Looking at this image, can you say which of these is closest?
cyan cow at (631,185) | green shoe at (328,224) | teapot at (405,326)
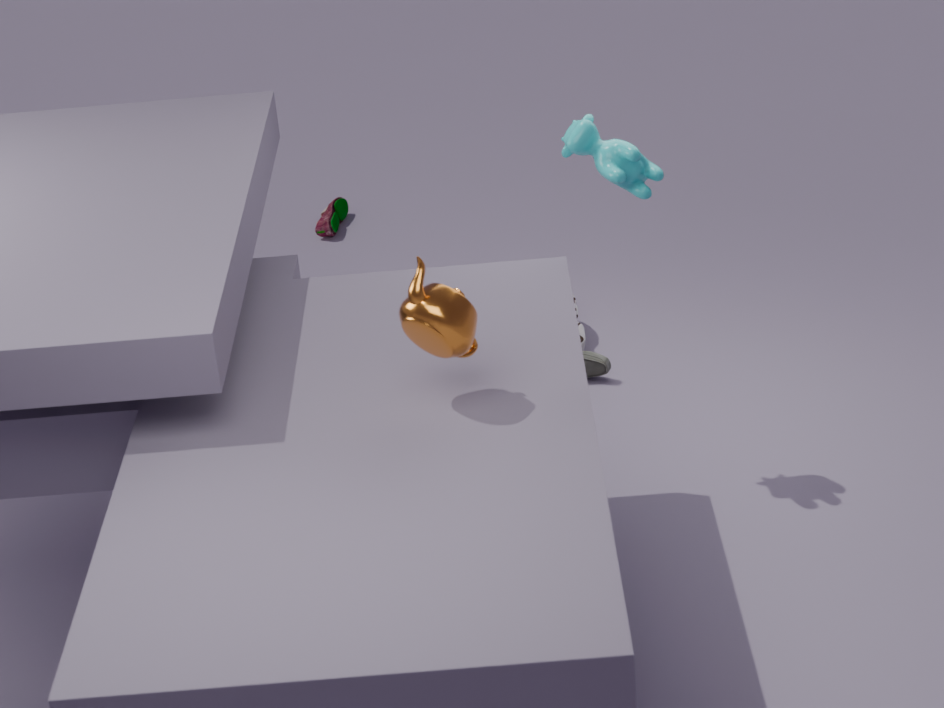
teapot at (405,326)
